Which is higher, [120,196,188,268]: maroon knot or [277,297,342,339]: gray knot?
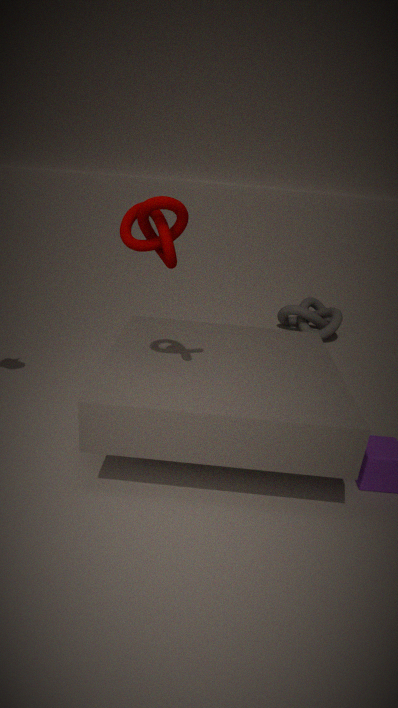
[120,196,188,268]: maroon knot
